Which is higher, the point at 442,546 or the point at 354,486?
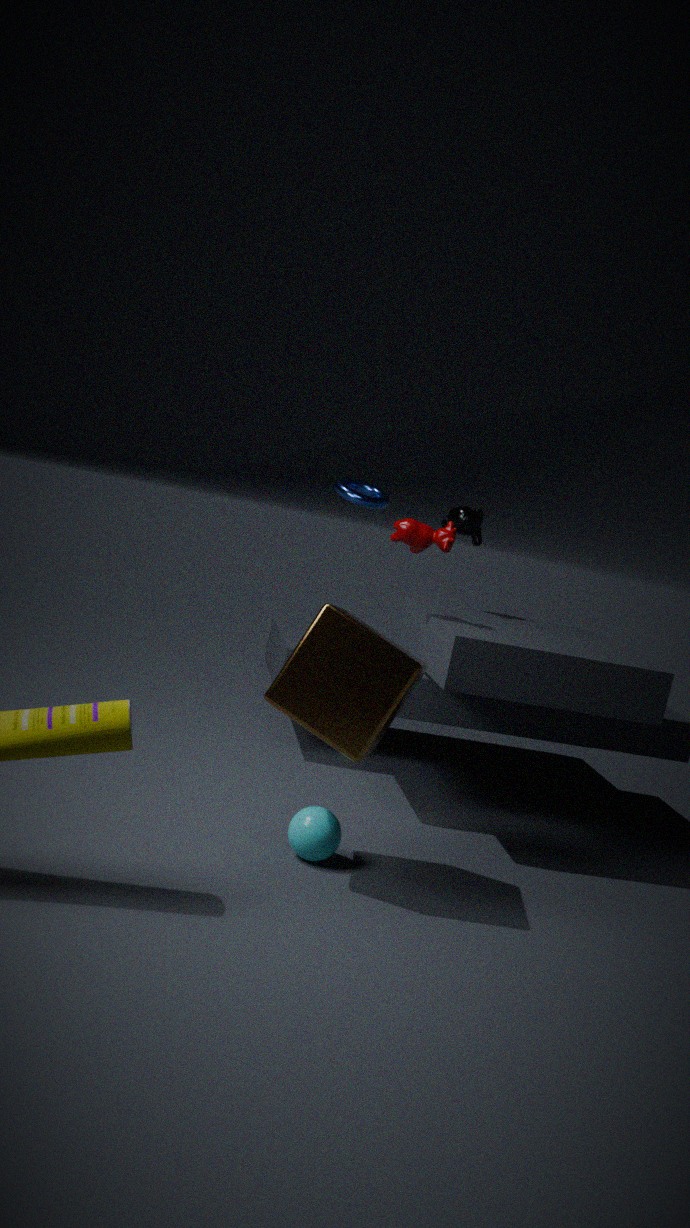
the point at 354,486
